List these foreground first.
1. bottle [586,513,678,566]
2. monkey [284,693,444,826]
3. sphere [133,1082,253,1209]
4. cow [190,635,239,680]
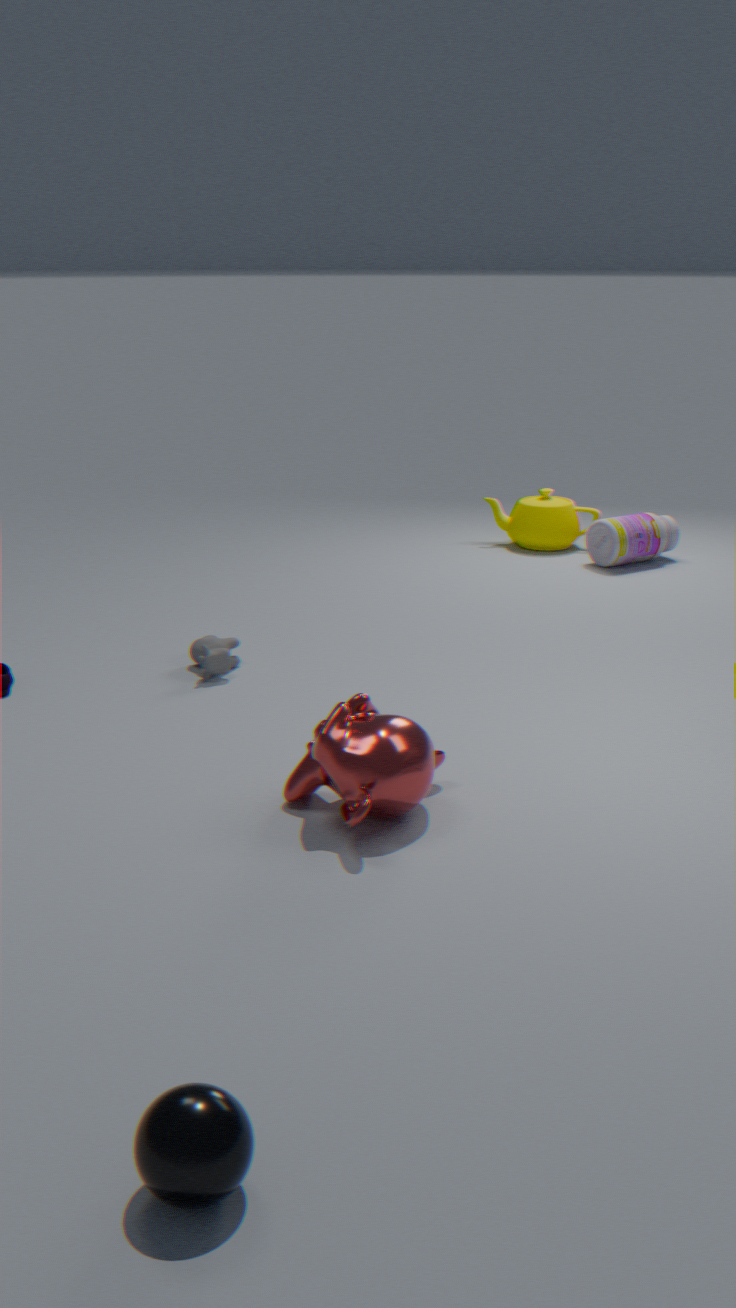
sphere [133,1082,253,1209], monkey [284,693,444,826], cow [190,635,239,680], bottle [586,513,678,566]
